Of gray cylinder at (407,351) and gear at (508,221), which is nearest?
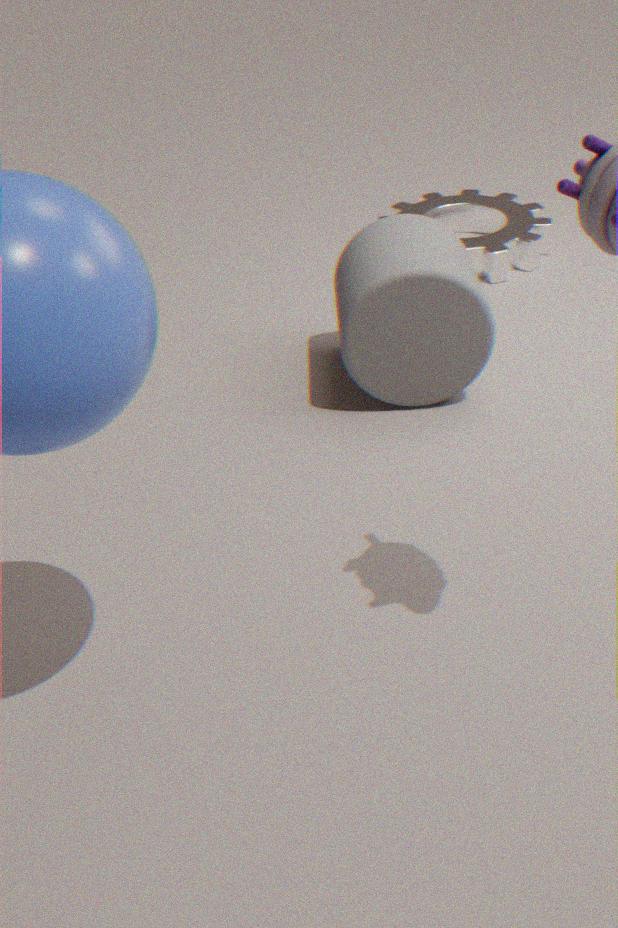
gray cylinder at (407,351)
